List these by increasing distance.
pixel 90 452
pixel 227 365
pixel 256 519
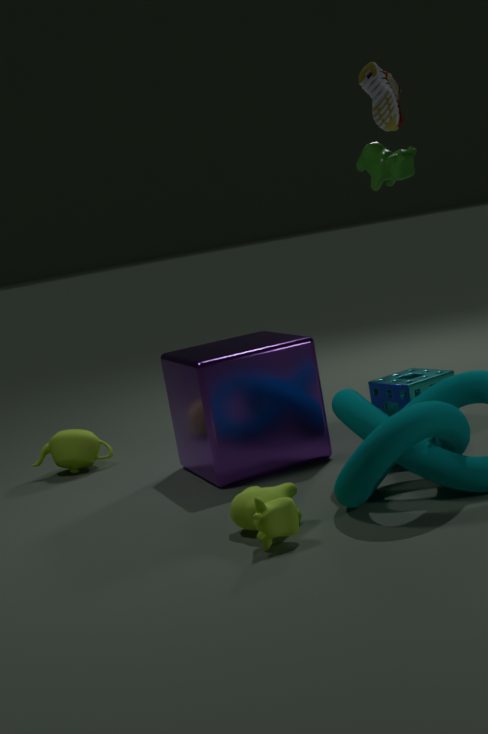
pixel 256 519, pixel 227 365, pixel 90 452
